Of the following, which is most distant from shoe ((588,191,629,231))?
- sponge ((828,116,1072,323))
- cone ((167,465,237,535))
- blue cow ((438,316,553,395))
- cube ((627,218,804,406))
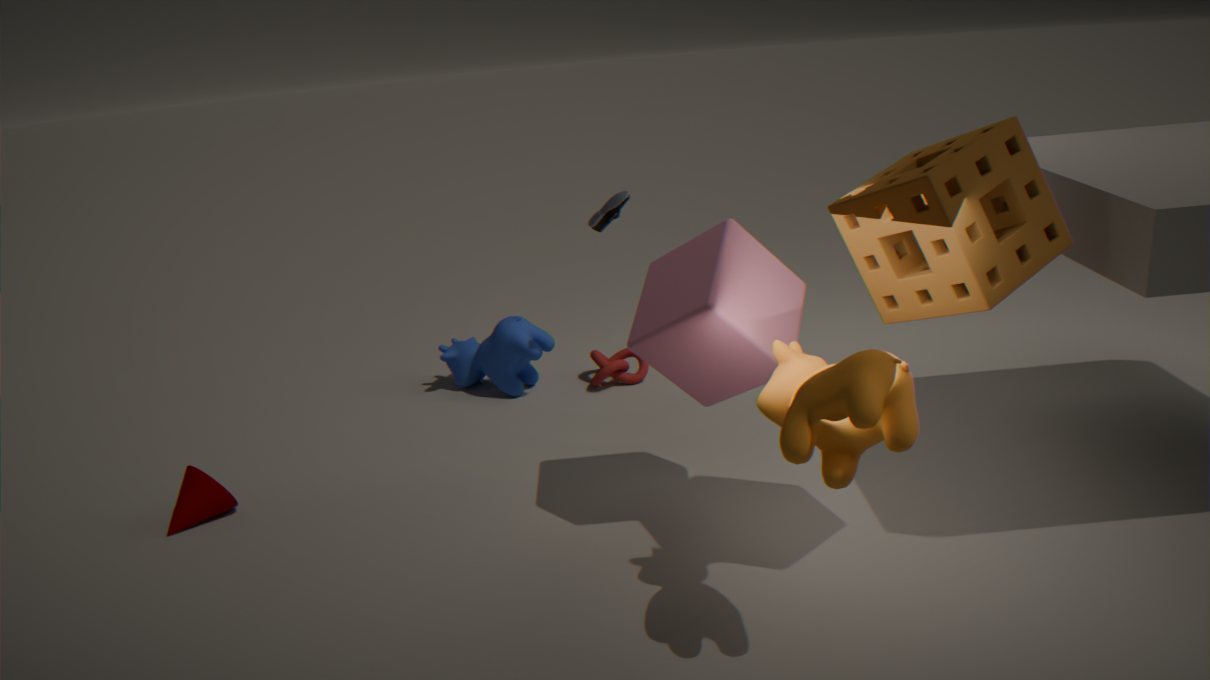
cone ((167,465,237,535))
